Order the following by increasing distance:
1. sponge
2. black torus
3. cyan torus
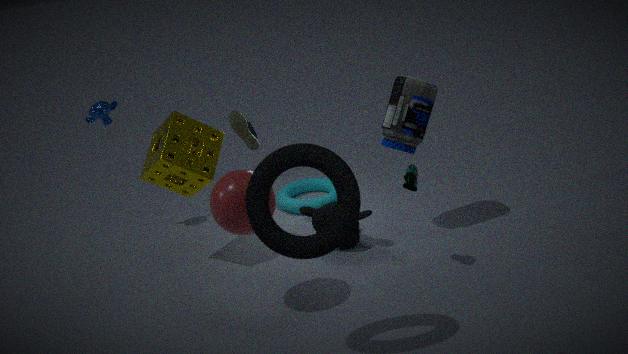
black torus, sponge, cyan torus
